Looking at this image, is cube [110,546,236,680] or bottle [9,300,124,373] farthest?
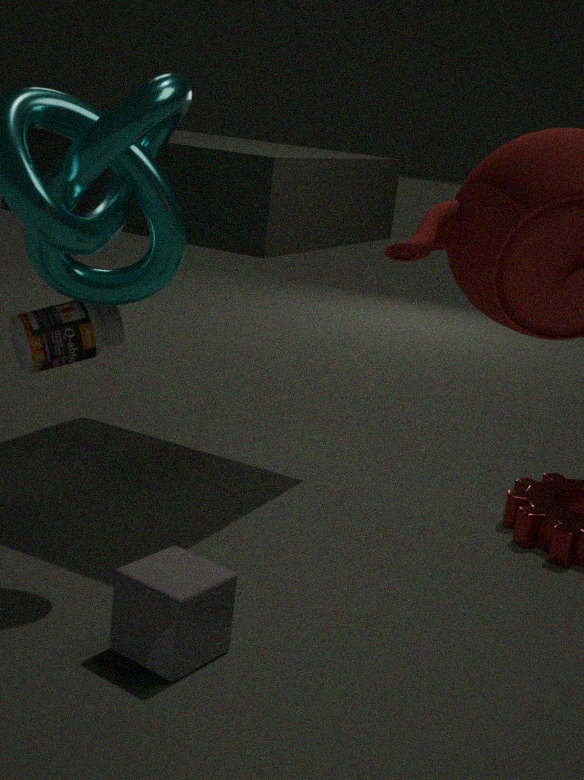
bottle [9,300,124,373]
